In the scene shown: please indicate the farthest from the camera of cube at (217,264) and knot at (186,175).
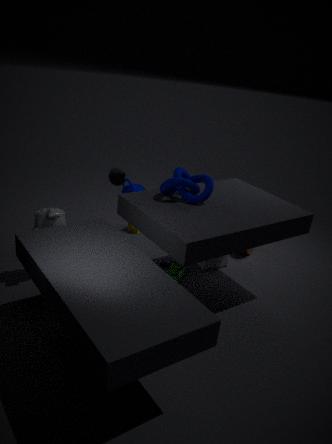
cube at (217,264)
